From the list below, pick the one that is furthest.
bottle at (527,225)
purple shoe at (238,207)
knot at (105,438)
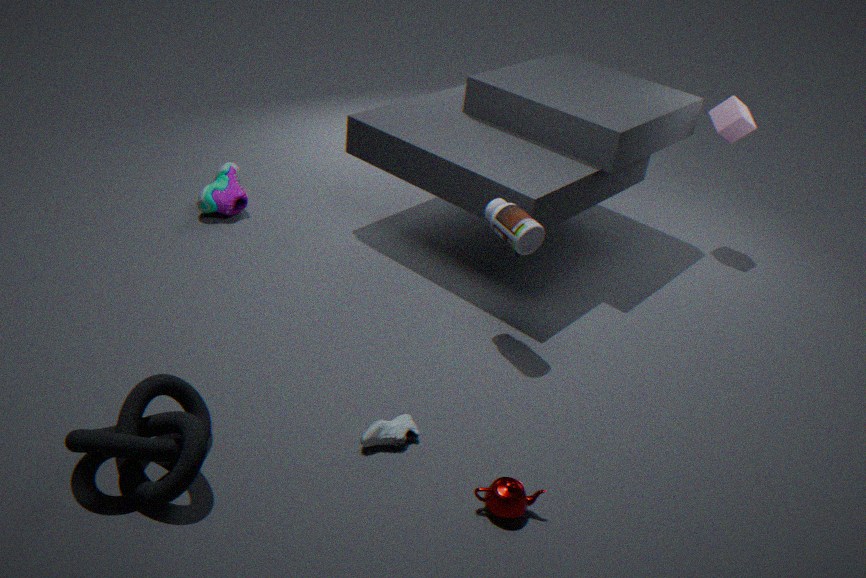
purple shoe at (238,207)
